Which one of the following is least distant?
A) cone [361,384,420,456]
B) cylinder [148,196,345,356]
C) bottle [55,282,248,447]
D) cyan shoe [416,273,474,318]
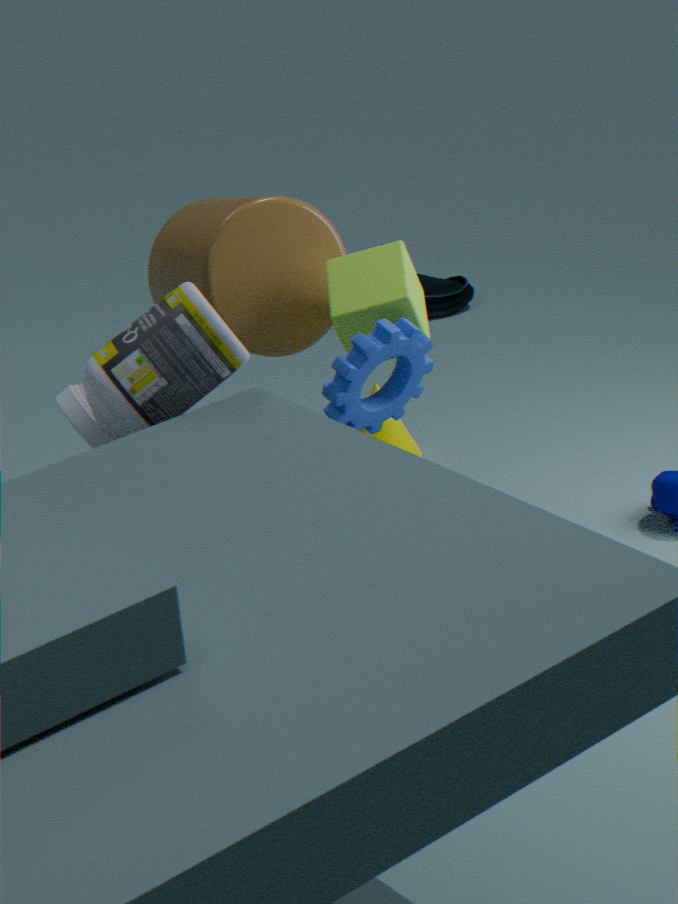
bottle [55,282,248,447]
